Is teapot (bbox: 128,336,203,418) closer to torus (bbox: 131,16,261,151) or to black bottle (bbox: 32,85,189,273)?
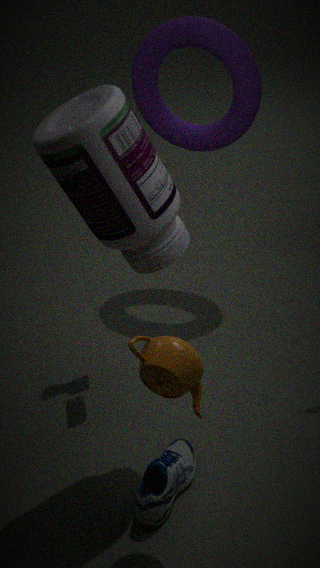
black bottle (bbox: 32,85,189,273)
